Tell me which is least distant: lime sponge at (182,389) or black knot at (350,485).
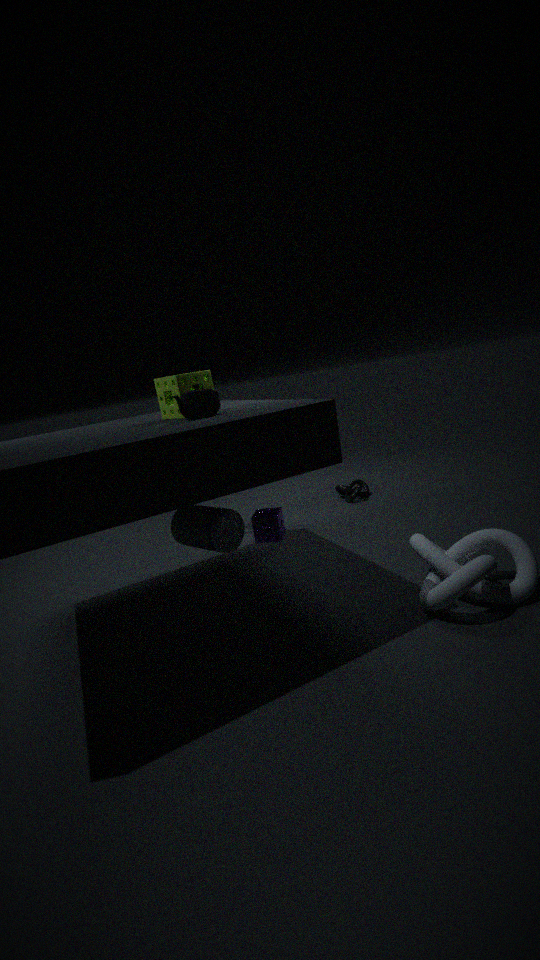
lime sponge at (182,389)
